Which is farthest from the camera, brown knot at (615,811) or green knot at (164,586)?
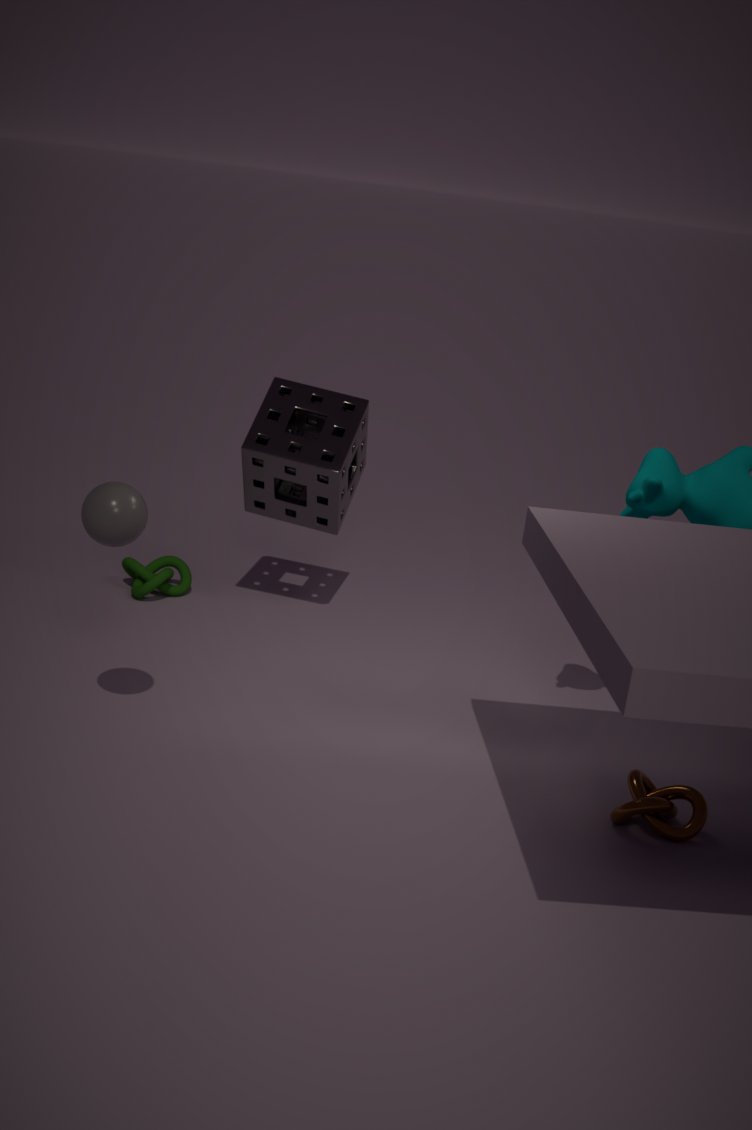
green knot at (164,586)
